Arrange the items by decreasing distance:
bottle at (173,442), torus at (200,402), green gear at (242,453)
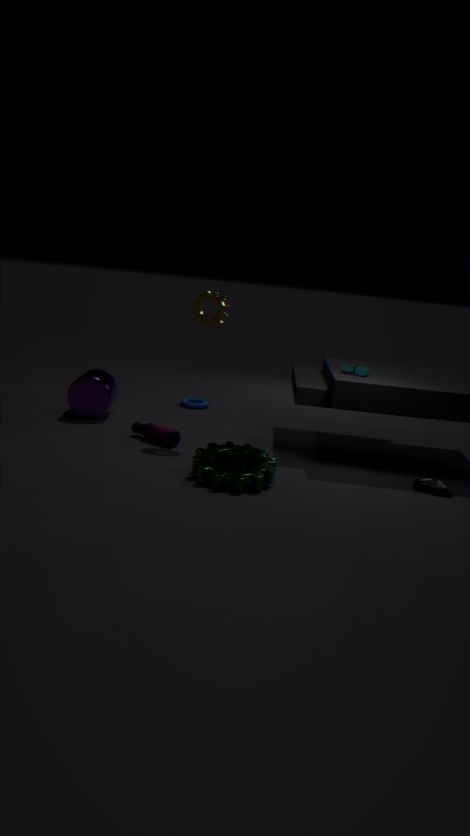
torus at (200,402), bottle at (173,442), green gear at (242,453)
